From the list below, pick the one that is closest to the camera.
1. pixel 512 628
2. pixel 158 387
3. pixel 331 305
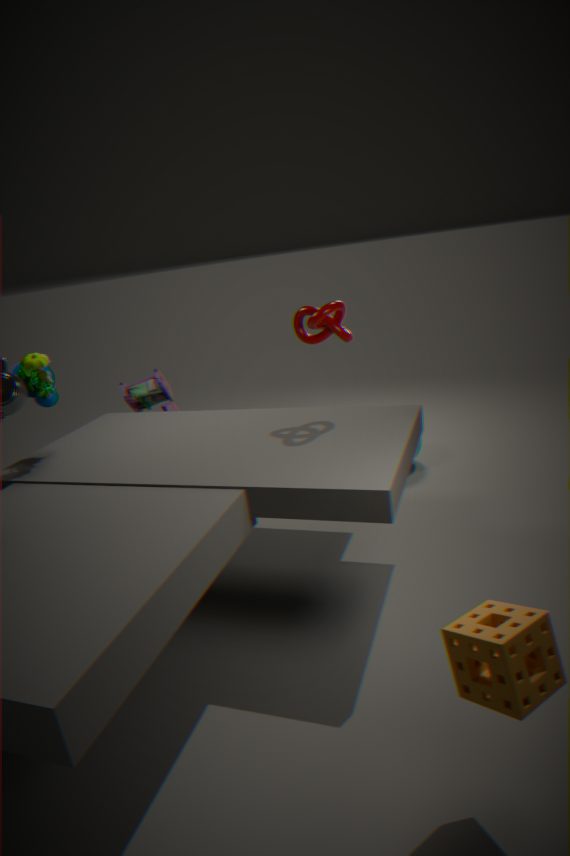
pixel 512 628
